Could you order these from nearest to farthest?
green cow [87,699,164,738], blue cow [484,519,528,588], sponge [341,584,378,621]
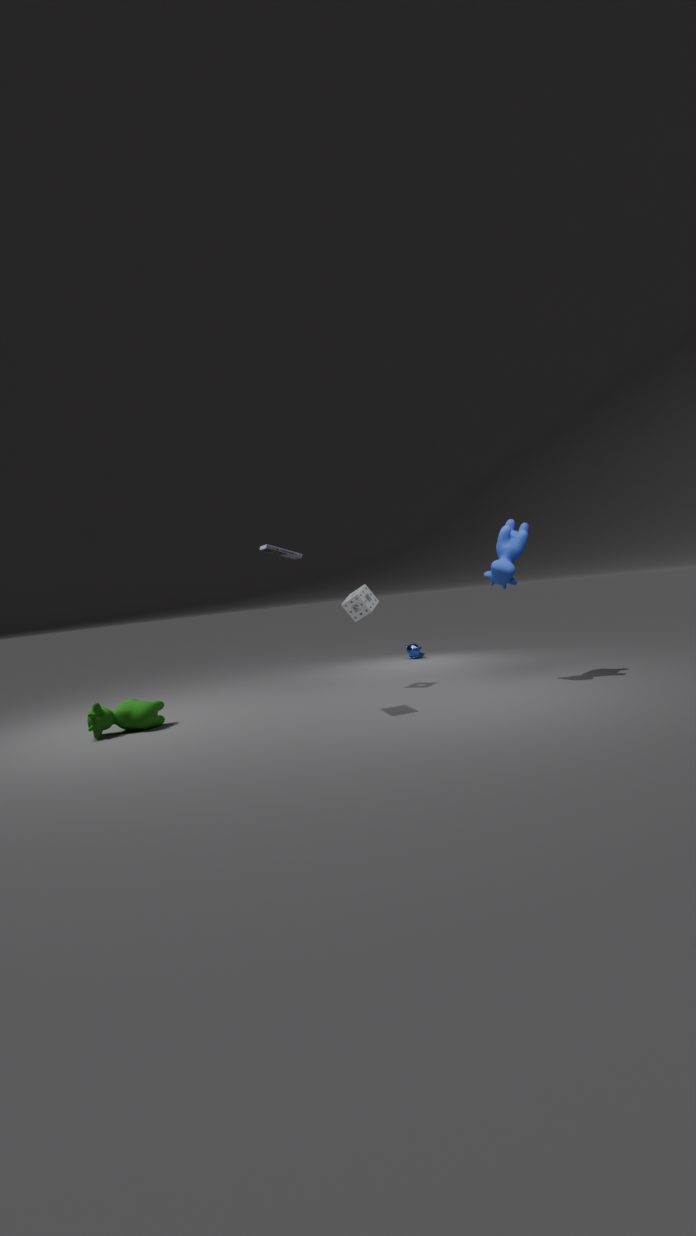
1. green cow [87,699,164,738]
2. blue cow [484,519,528,588]
3. sponge [341,584,378,621]
